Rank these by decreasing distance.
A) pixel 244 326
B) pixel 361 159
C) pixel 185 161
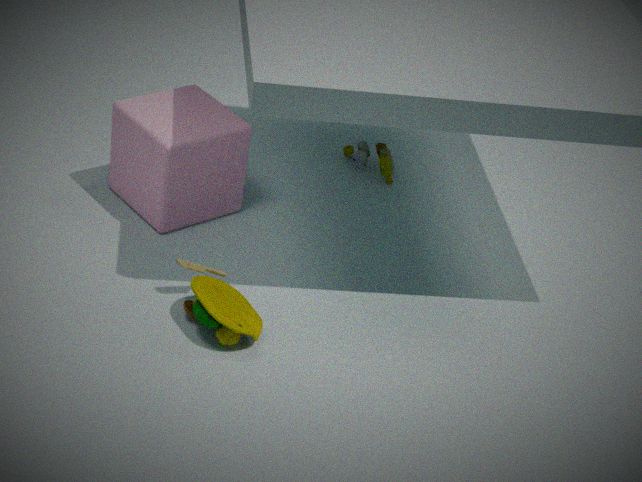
1. pixel 361 159
2. pixel 185 161
3. pixel 244 326
